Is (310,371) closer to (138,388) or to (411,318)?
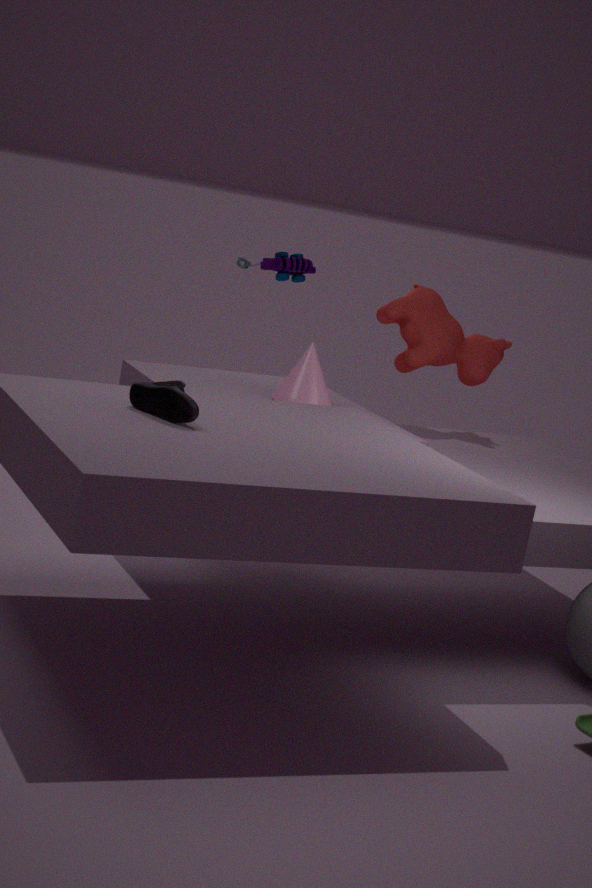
(411,318)
